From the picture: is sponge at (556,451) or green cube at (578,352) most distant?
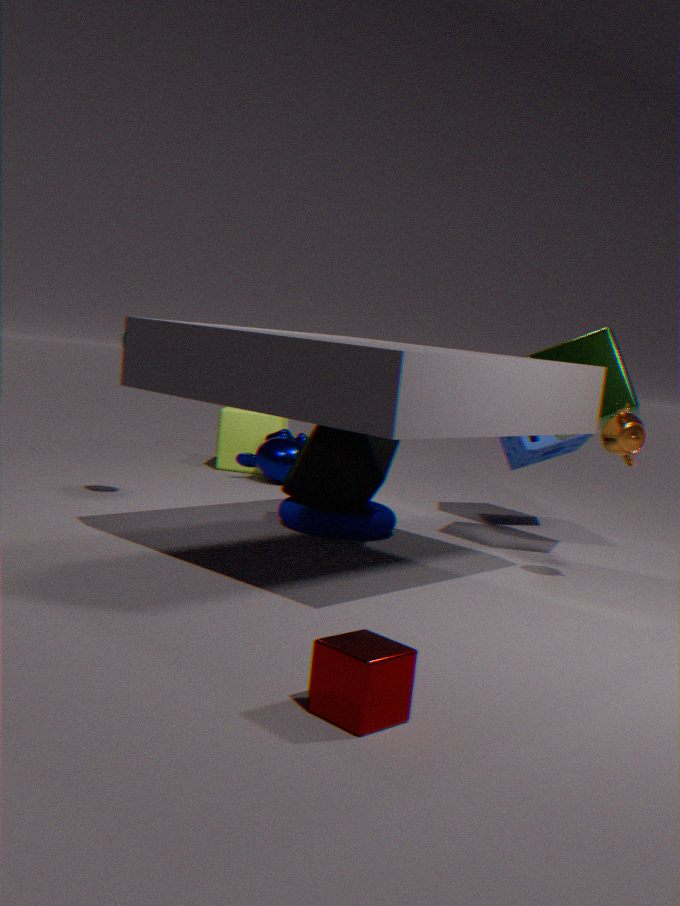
sponge at (556,451)
